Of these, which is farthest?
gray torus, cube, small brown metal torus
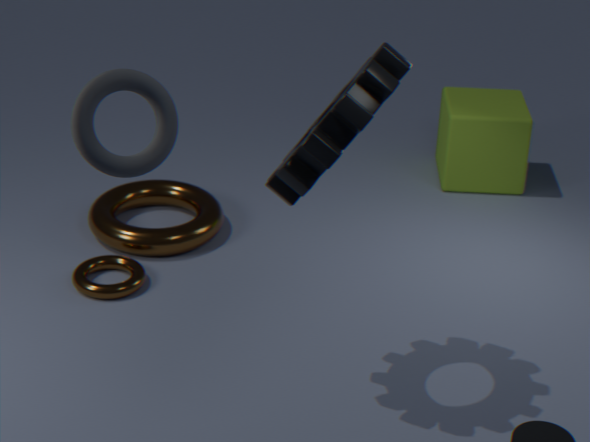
cube
